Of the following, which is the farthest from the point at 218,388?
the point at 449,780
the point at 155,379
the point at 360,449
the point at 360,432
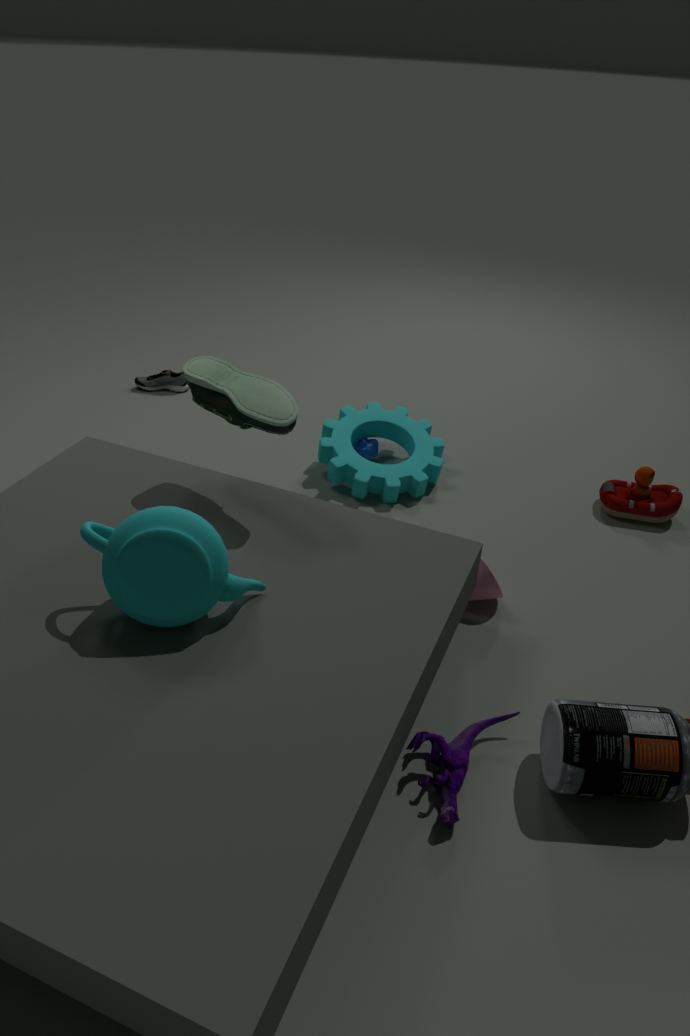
the point at 155,379
